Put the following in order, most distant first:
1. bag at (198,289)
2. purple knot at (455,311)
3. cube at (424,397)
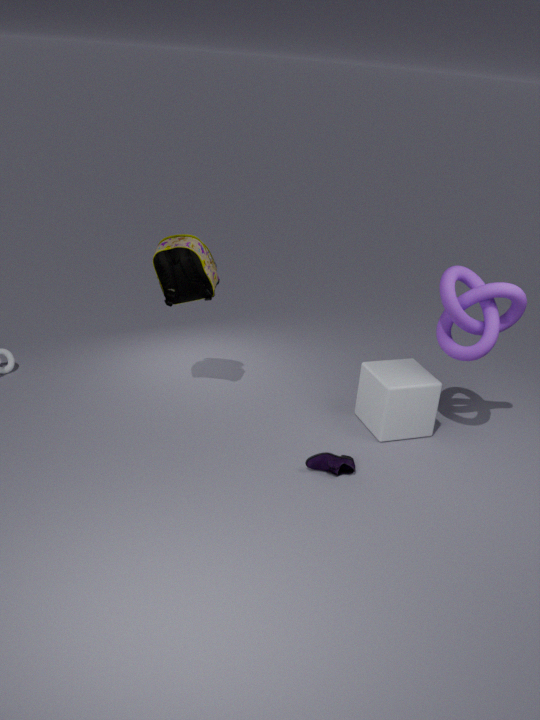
cube at (424,397)
bag at (198,289)
purple knot at (455,311)
